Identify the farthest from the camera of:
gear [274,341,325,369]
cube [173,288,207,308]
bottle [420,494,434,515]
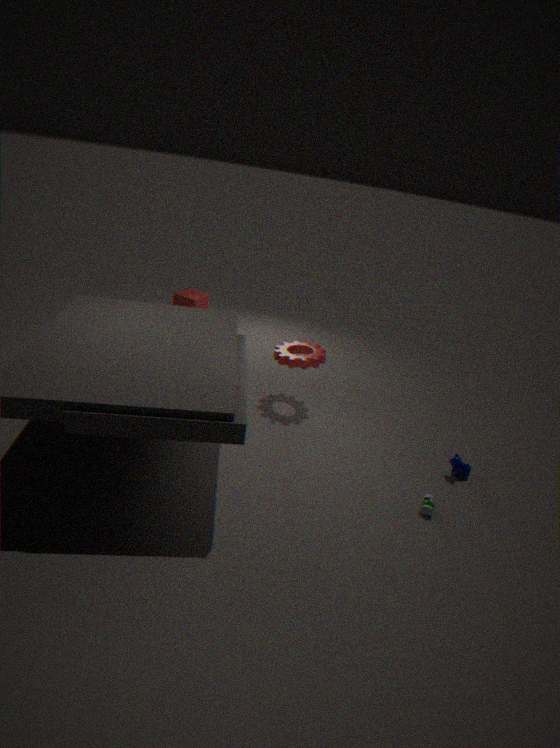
cube [173,288,207,308]
